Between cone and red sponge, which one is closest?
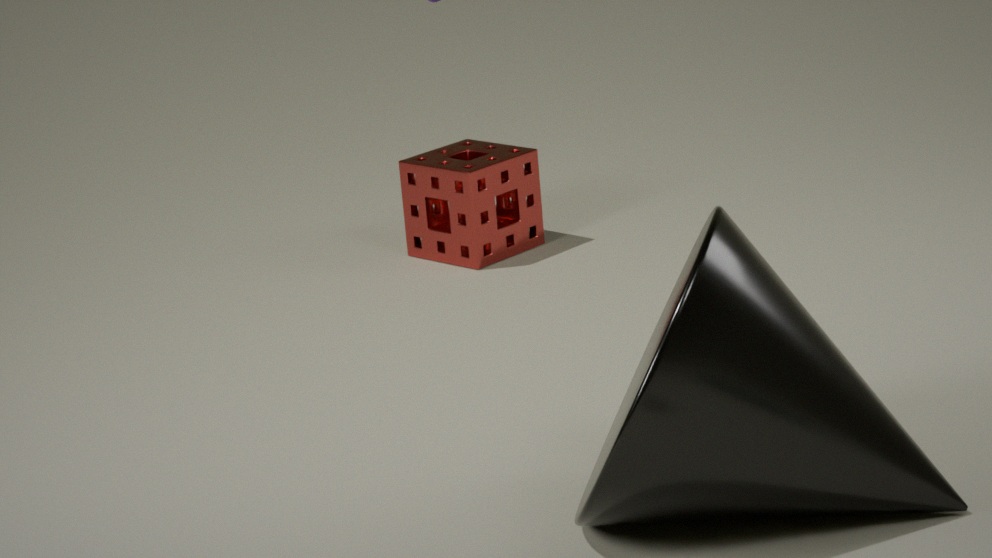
cone
